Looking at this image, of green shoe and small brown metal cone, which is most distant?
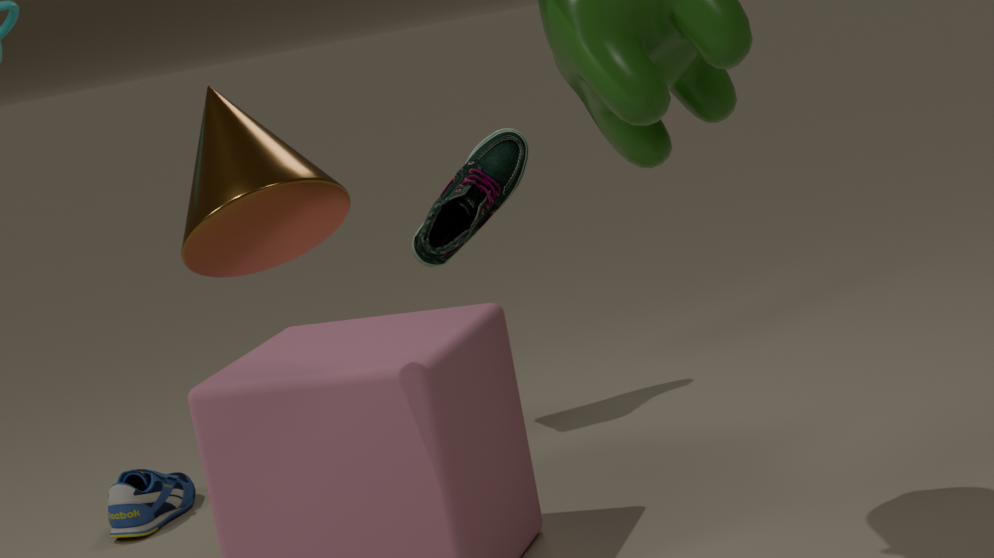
green shoe
